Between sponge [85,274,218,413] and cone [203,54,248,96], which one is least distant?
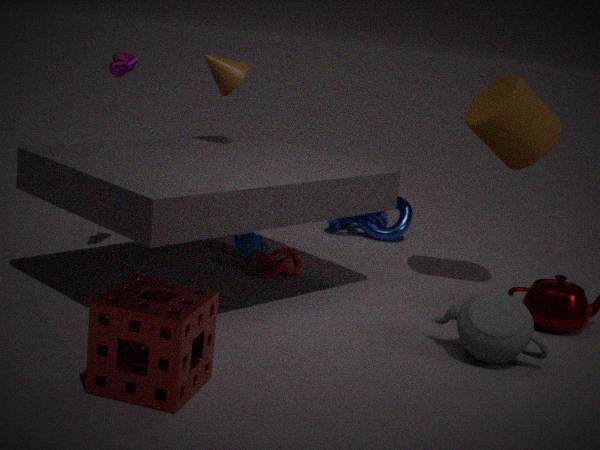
sponge [85,274,218,413]
